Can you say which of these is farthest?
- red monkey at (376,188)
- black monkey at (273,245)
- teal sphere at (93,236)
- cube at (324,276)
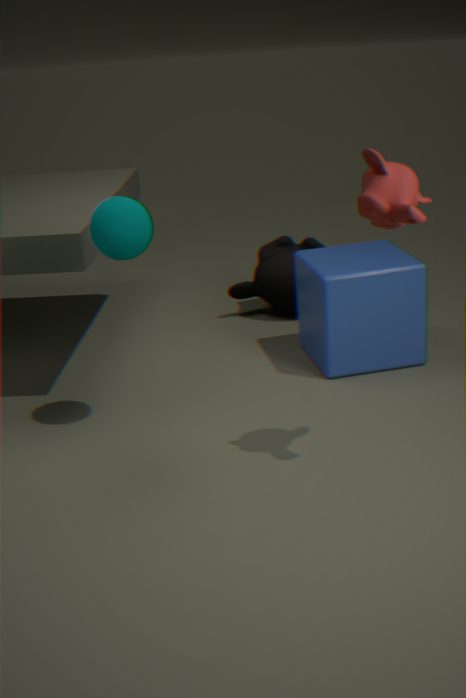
black monkey at (273,245)
